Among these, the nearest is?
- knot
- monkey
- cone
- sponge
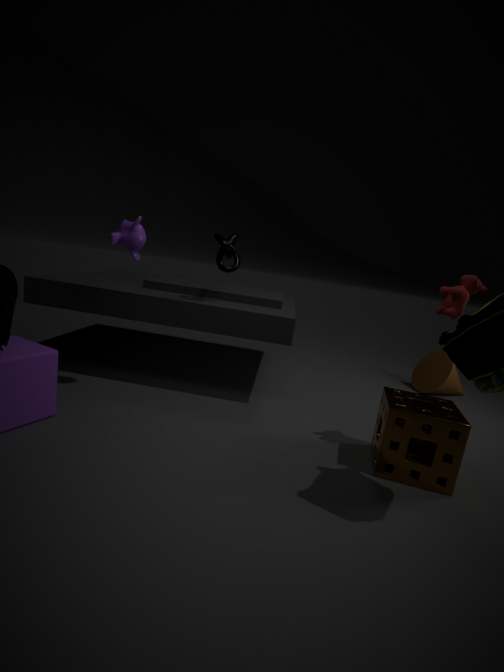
sponge
